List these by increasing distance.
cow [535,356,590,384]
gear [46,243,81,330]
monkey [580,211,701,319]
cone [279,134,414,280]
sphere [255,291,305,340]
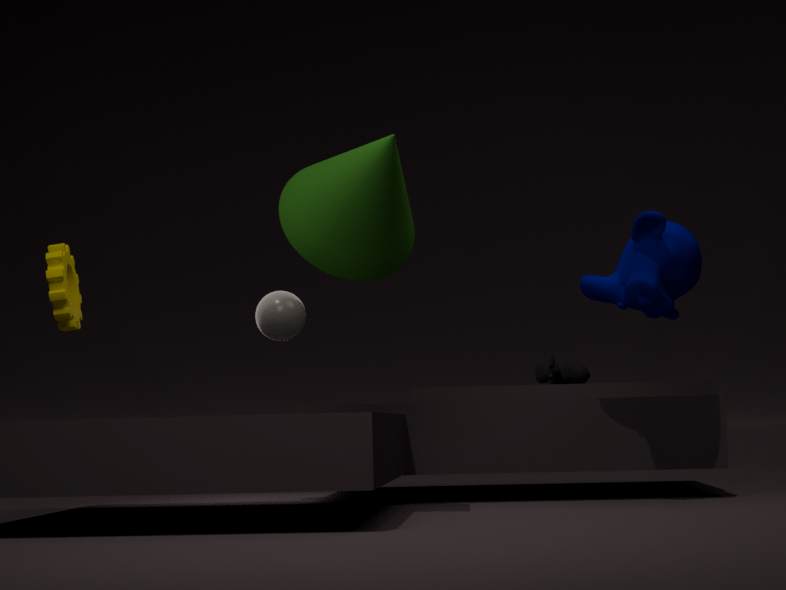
cone [279,134,414,280] < gear [46,243,81,330] < monkey [580,211,701,319] < sphere [255,291,305,340] < cow [535,356,590,384]
